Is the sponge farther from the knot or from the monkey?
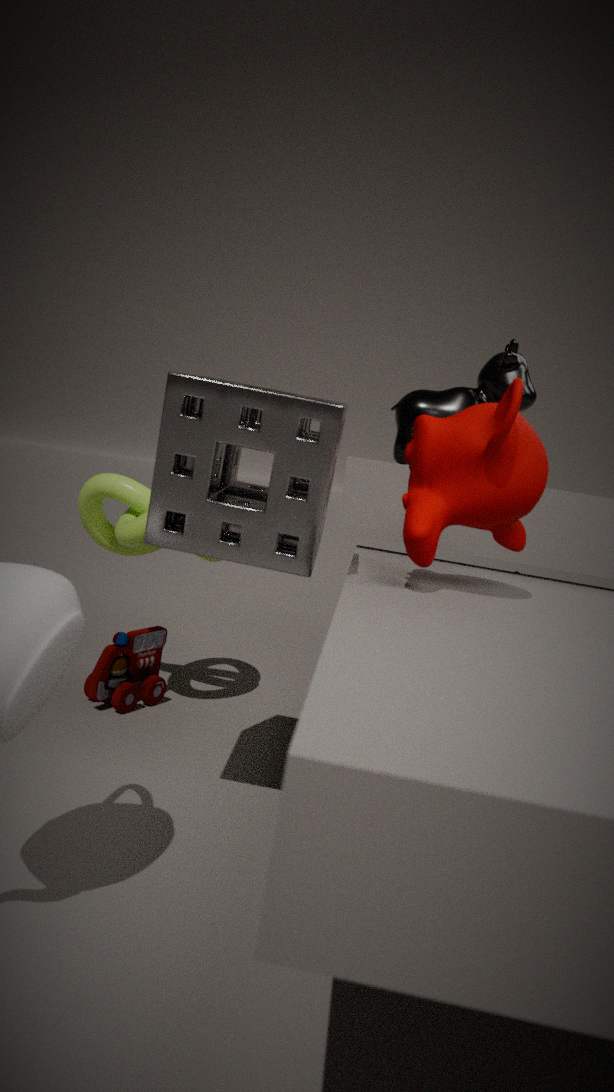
the knot
